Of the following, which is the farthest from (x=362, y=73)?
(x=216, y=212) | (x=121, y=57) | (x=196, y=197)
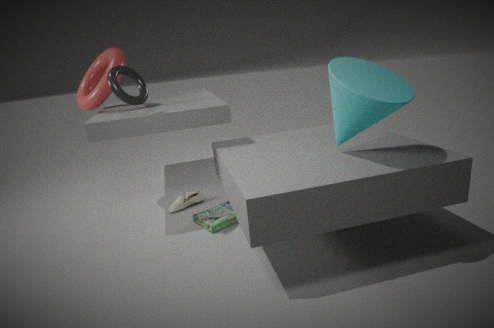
(x=121, y=57)
